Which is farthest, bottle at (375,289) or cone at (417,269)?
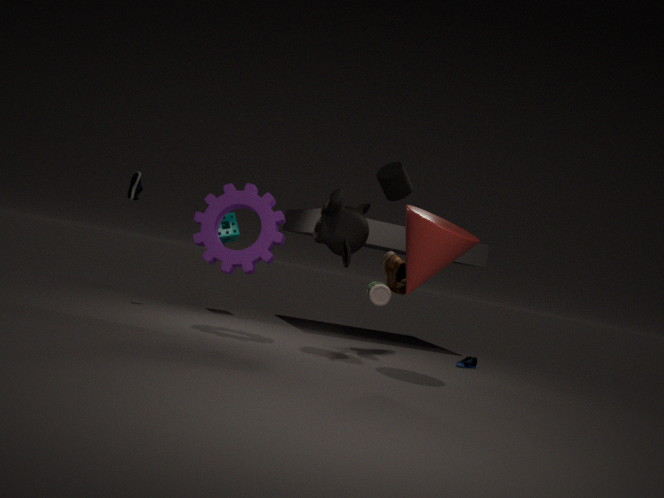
bottle at (375,289)
